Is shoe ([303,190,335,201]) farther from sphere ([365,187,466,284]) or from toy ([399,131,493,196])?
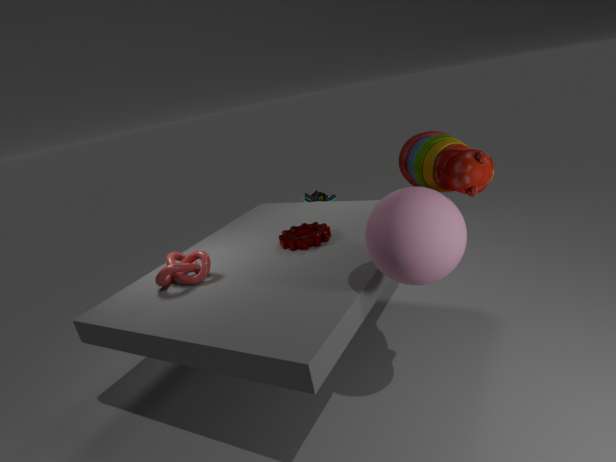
sphere ([365,187,466,284])
